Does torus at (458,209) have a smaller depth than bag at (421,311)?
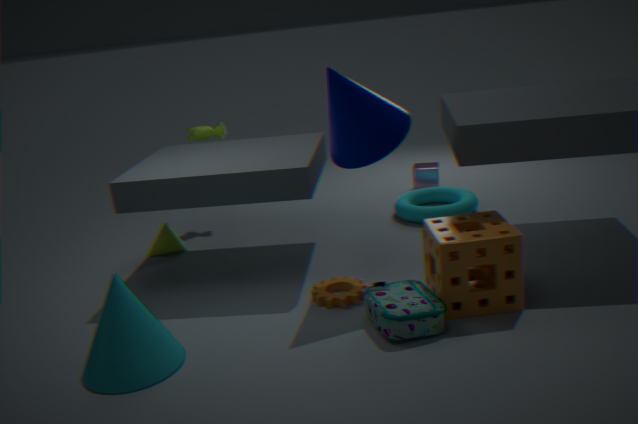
No
